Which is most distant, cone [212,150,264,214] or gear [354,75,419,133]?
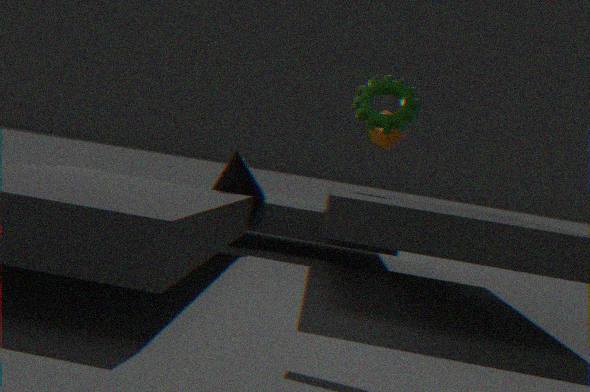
cone [212,150,264,214]
